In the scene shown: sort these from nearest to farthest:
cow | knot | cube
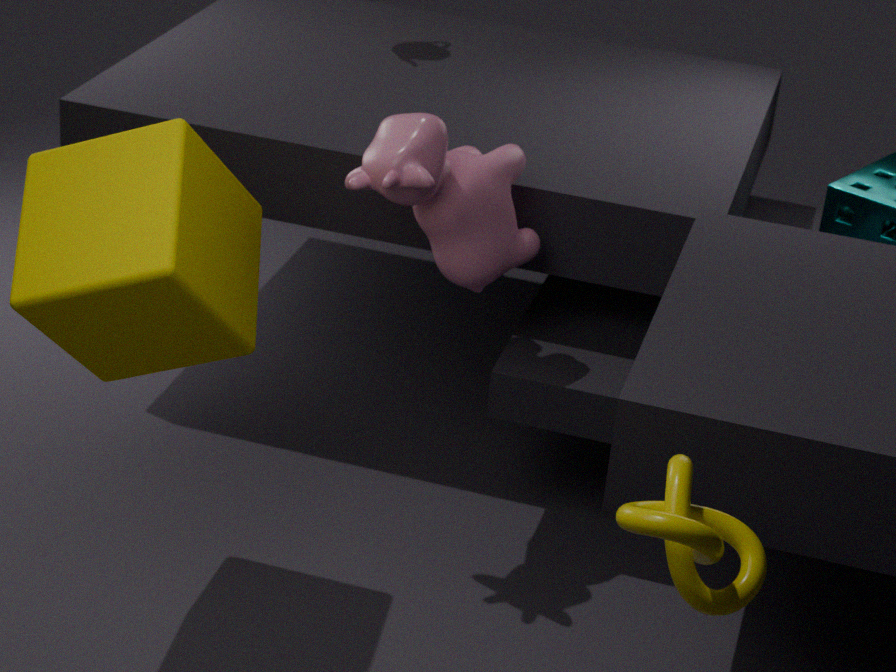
1. knot
2. cube
3. cow
